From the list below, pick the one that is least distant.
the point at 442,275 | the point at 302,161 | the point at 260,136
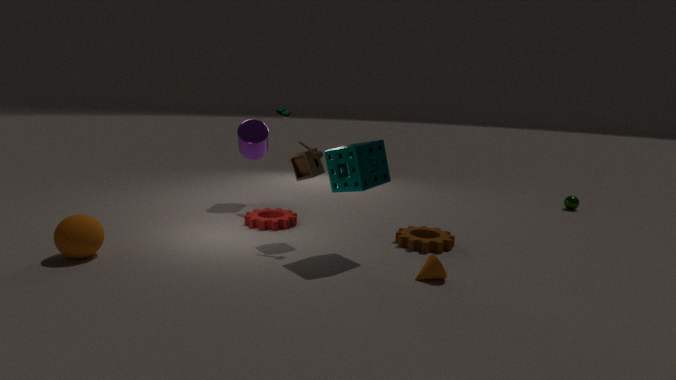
the point at 442,275
